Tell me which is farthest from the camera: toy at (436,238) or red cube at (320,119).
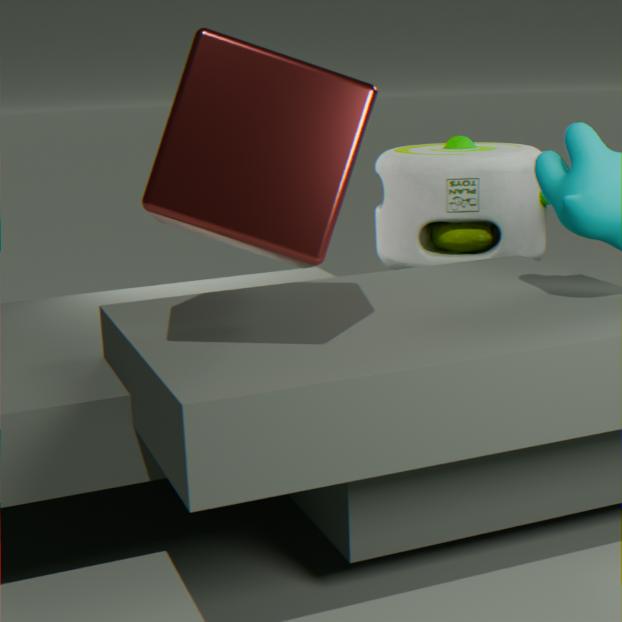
toy at (436,238)
